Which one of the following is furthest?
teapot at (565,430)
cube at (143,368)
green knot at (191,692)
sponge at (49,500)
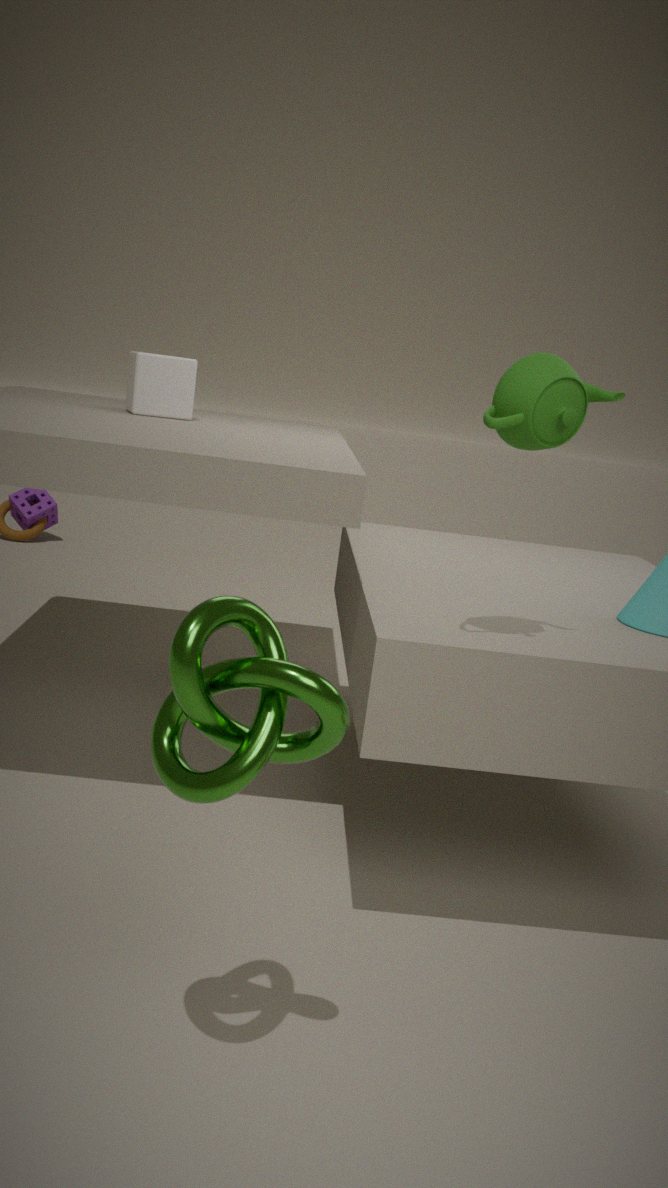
sponge at (49,500)
